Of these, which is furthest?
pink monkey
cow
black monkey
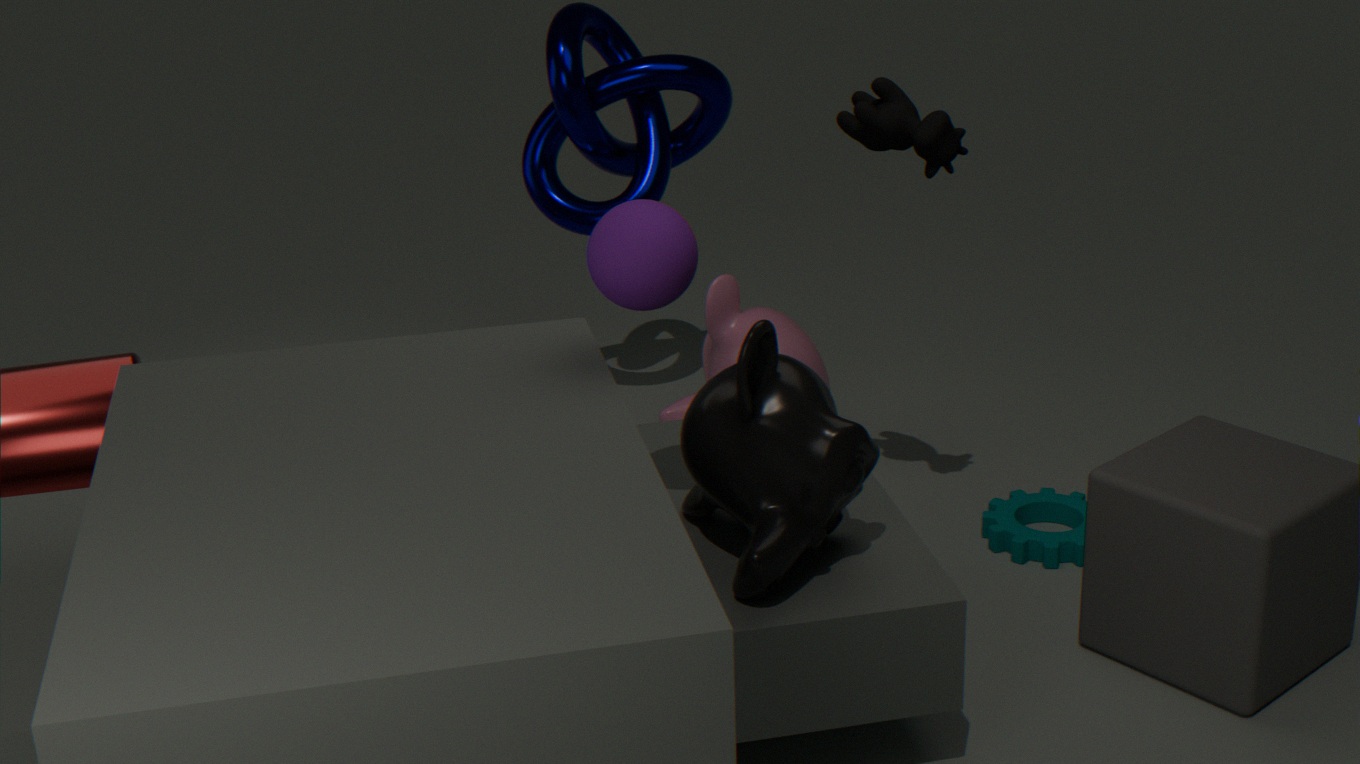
pink monkey
